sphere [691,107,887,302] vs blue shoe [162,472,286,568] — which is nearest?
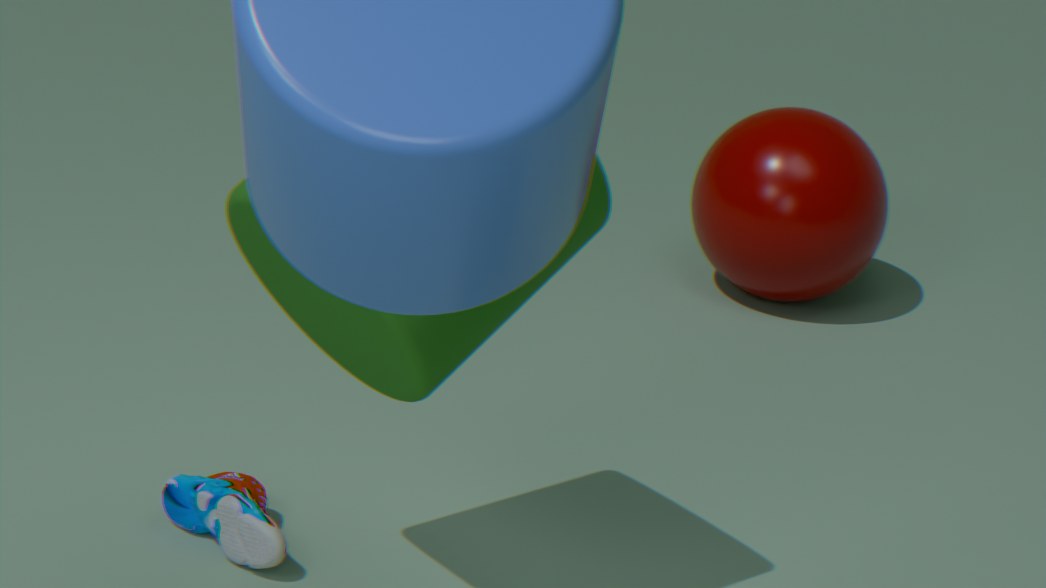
blue shoe [162,472,286,568]
